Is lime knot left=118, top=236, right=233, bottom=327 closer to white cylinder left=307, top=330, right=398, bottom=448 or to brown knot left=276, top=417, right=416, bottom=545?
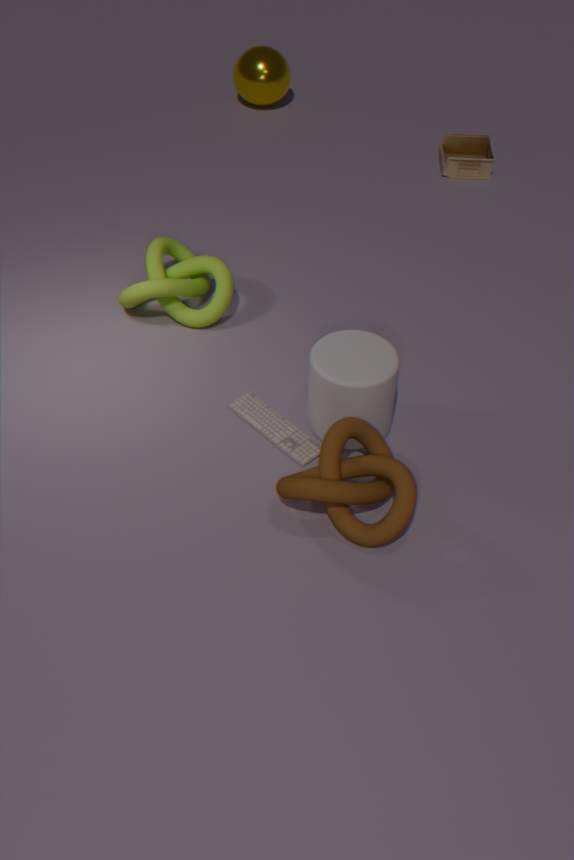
white cylinder left=307, top=330, right=398, bottom=448
